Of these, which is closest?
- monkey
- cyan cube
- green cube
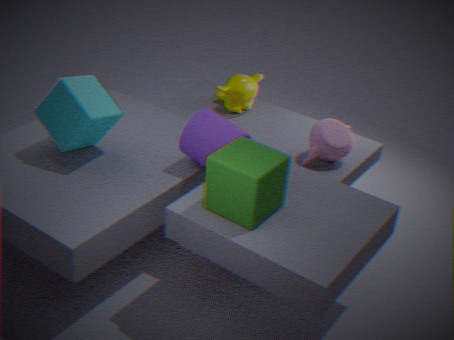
green cube
